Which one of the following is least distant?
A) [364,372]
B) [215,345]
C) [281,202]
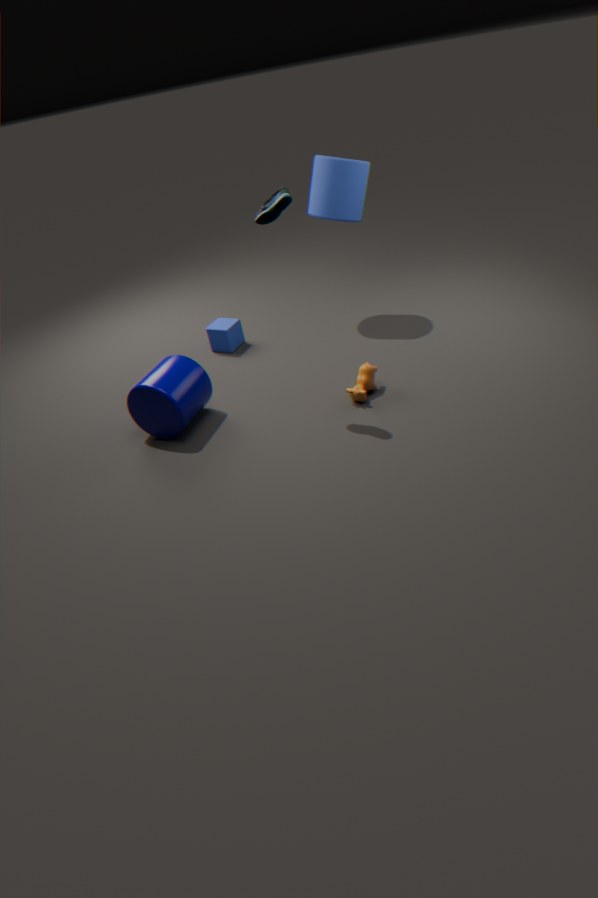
[281,202]
